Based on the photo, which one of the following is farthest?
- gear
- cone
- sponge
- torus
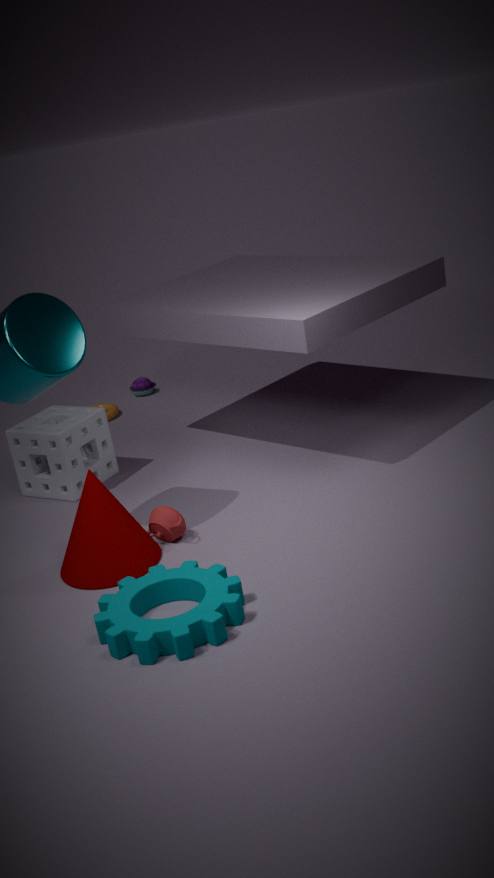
torus
